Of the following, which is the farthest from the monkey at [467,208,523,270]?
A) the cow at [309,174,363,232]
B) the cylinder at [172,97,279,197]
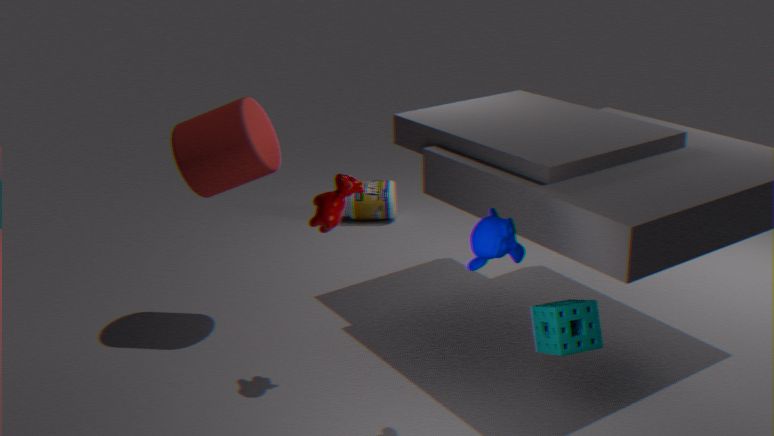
the cylinder at [172,97,279,197]
